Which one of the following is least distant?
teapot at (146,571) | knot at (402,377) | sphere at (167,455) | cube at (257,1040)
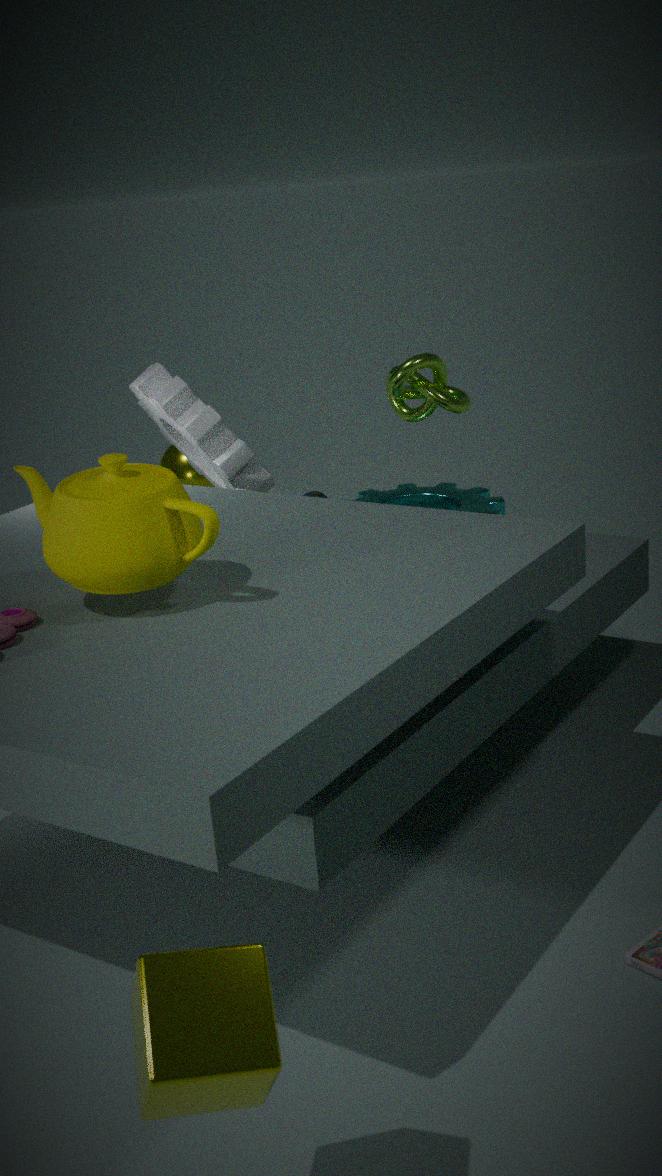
cube at (257,1040)
